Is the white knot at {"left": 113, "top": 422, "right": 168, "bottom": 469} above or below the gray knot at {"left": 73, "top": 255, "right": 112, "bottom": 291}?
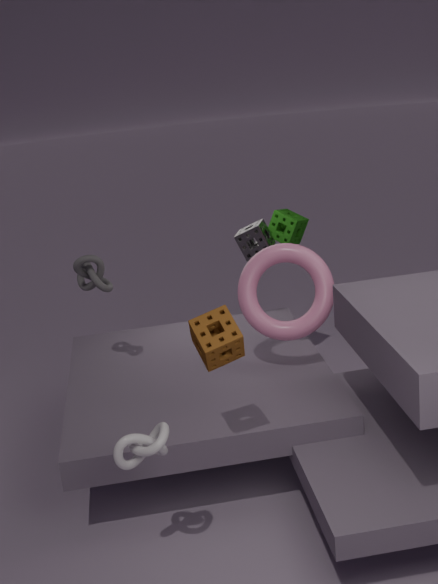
below
